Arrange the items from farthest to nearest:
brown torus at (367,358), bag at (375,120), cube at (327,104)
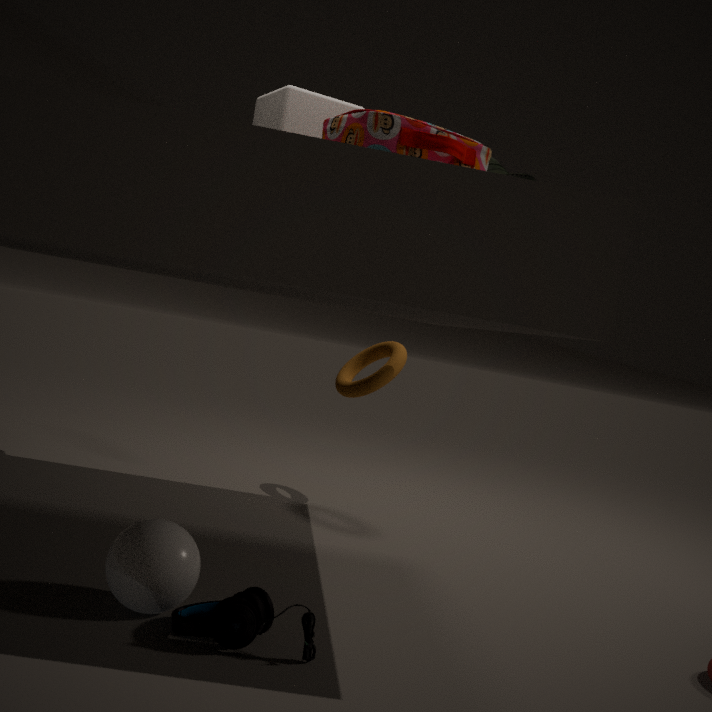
brown torus at (367,358), cube at (327,104), bag at (375,120)
